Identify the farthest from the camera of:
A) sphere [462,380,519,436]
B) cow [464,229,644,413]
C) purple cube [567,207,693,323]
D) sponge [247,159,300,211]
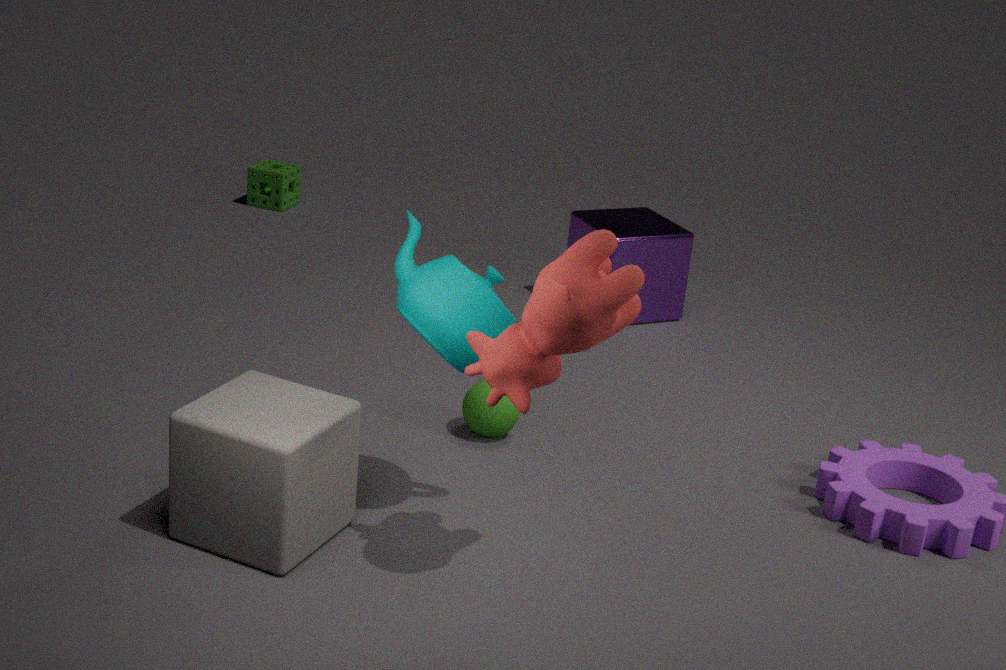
sponge [247,159,300,211]
